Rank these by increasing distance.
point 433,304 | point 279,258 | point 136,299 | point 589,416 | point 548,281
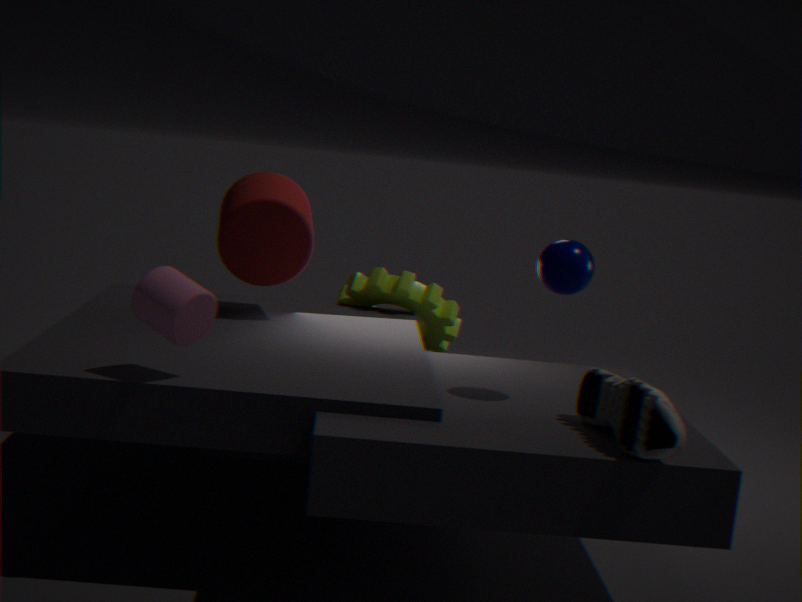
point 136,299 < point 589,416 < point 548,281 < point 279,258 < point 433,304
